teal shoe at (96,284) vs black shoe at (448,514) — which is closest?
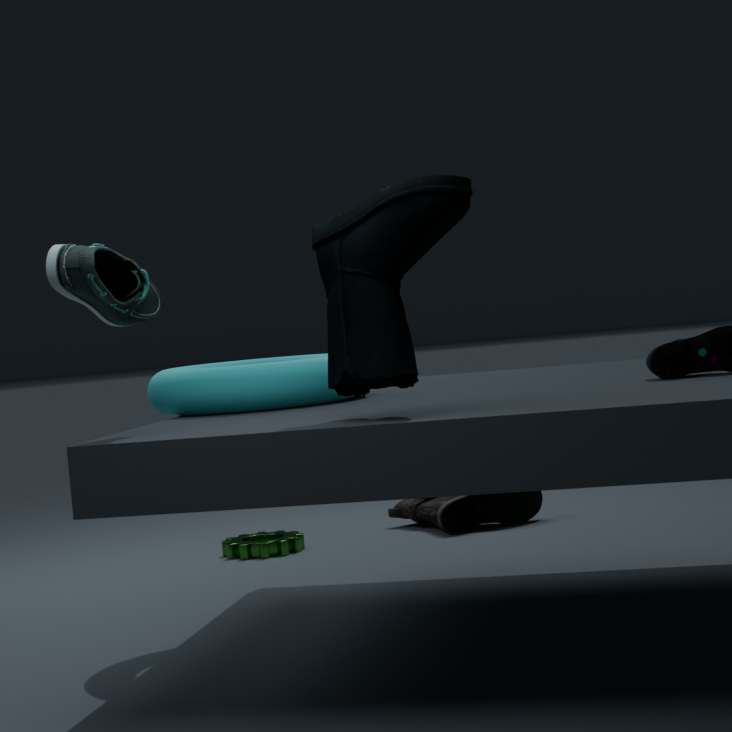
teal shoe at (96,284)
